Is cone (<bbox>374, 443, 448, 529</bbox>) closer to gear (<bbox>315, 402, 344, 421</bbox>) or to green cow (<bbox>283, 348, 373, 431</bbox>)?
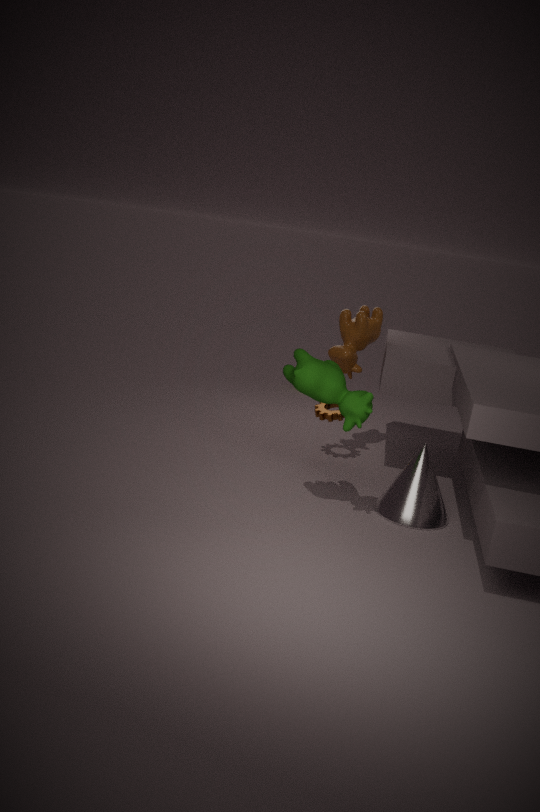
green cow (<bbox>283, 348, 373, 431</bbox>)
